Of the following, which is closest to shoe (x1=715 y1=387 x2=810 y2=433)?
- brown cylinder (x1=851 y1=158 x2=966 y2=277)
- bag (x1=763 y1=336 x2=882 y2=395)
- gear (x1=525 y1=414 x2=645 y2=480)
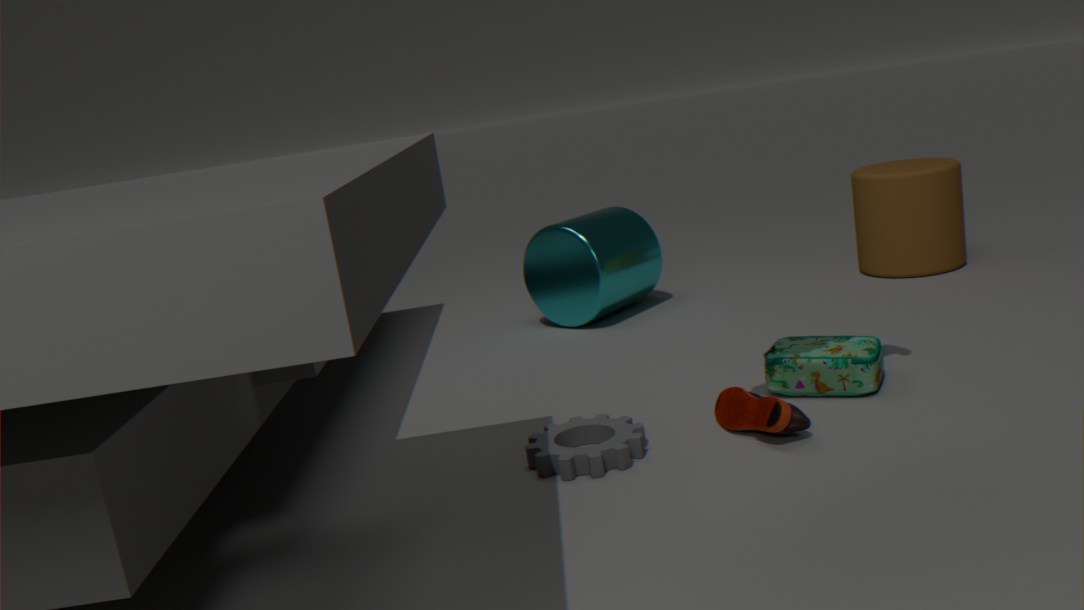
bag (x1=763 y1=336 x2=882 y2=395)
